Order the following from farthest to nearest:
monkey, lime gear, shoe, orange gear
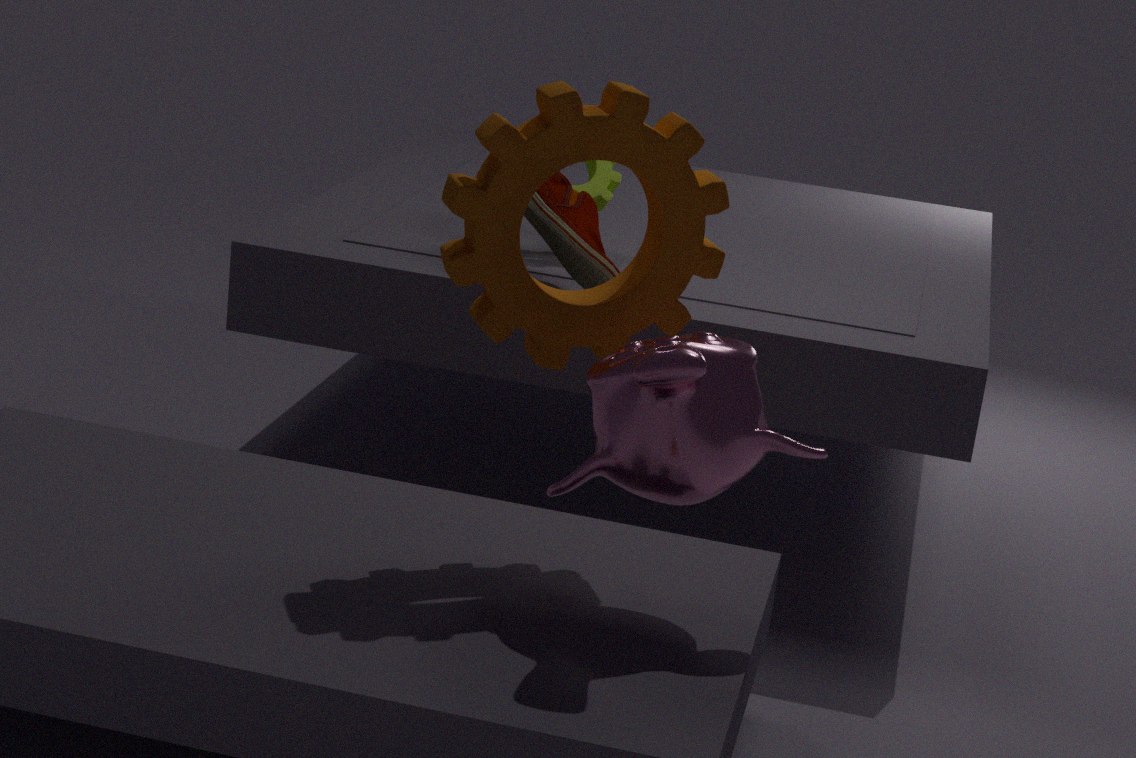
lime gear
shoe
orange gear
monkey
